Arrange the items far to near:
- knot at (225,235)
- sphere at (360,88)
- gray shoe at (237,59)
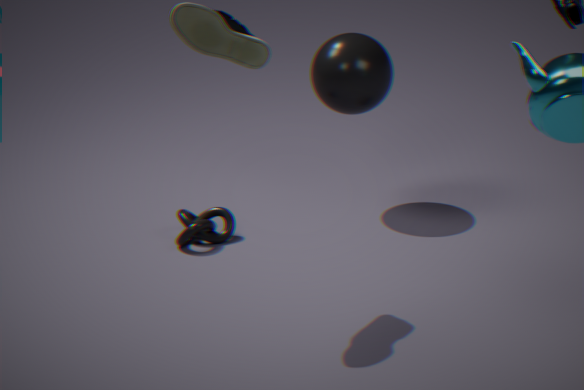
sphere at (360,88) < knot at (225,235) < gray shoe at (237,59)
